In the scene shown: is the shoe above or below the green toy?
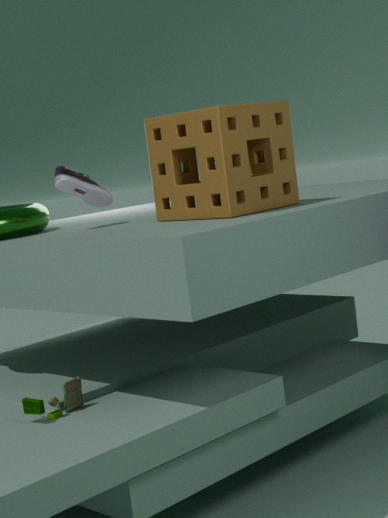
above
